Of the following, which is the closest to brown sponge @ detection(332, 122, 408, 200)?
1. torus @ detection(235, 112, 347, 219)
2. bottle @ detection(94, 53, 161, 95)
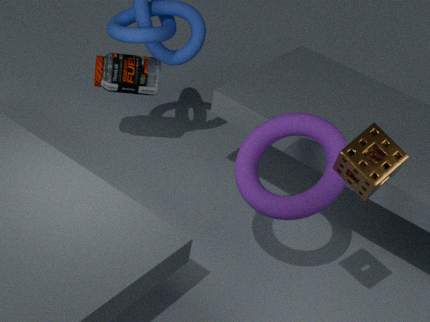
torus @ detection(235, 112, 347, 219)
